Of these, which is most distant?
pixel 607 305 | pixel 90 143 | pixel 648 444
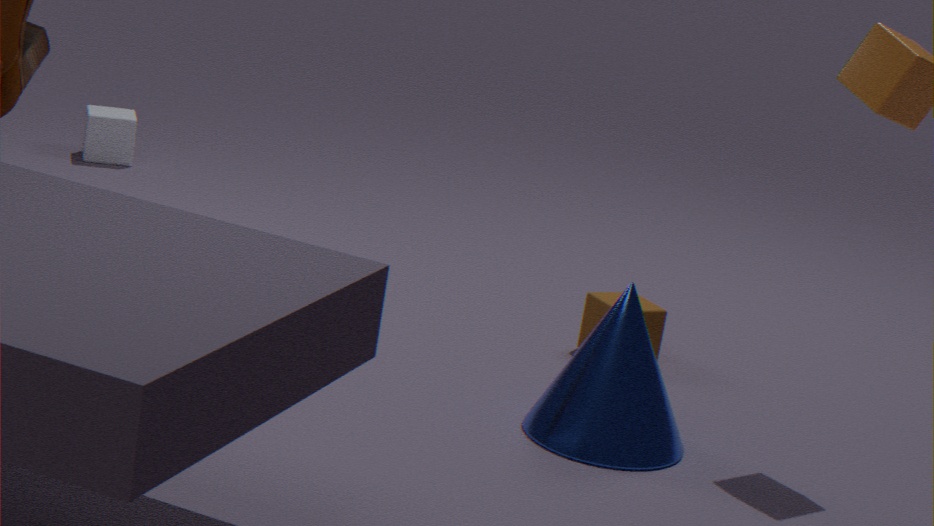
pixel 90 143
